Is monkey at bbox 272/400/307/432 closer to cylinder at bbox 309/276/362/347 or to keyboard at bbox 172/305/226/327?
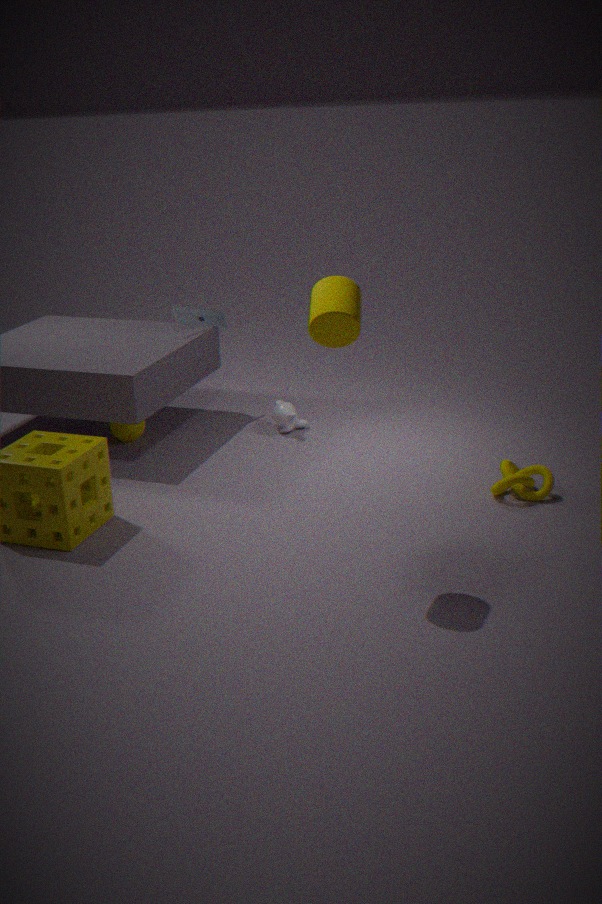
keyboard at bbox 172/305/226/327
